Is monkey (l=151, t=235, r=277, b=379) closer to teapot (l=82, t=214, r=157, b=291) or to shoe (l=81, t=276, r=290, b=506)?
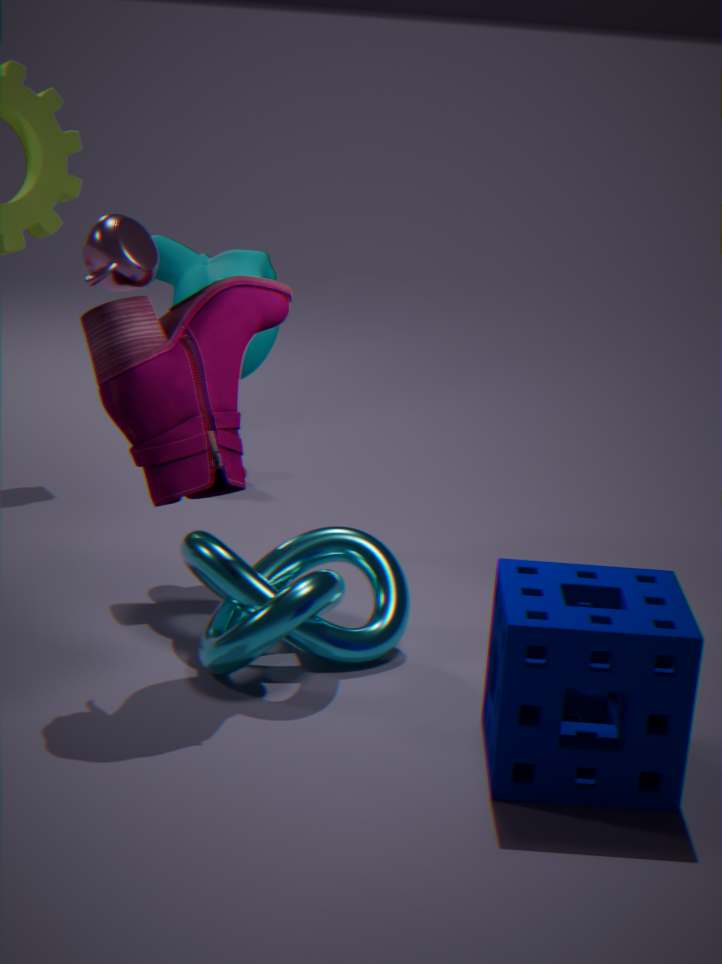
shoe (l=81, t=276, r=290, b=506)
